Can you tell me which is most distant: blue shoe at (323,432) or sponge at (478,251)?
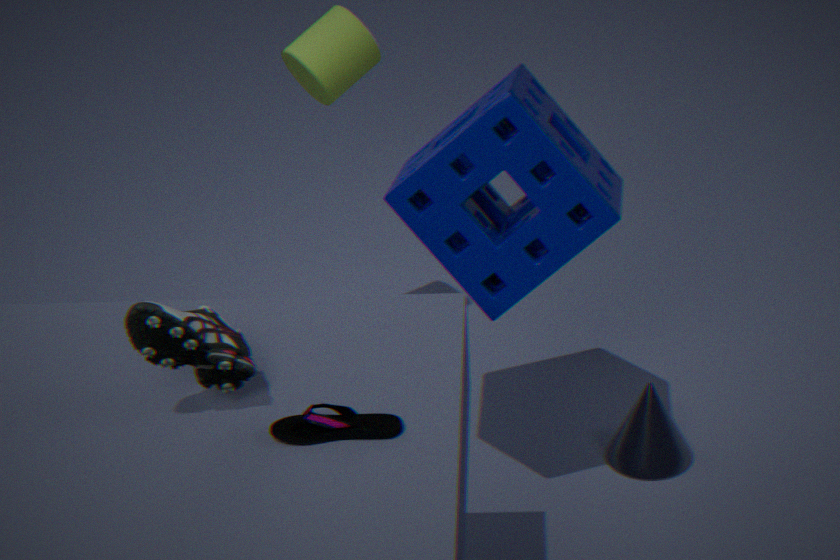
sponge at (478,251)
